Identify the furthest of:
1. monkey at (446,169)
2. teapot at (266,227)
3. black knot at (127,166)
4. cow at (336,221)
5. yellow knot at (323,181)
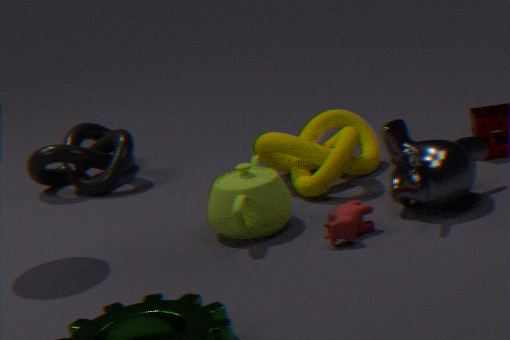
black knot at (127,166)
